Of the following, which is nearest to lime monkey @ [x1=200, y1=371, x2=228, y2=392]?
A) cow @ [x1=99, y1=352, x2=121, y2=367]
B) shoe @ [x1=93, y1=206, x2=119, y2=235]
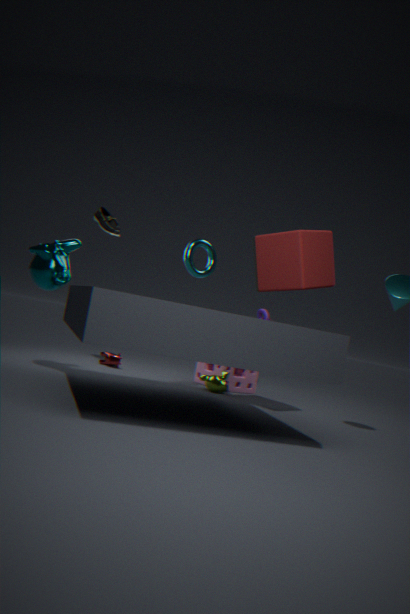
cow @ [x1=99, y1=352, x2=121, y2=367]
